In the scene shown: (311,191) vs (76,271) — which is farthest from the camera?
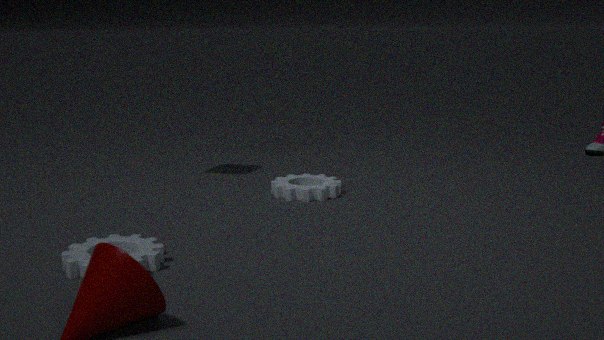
(311,191)
